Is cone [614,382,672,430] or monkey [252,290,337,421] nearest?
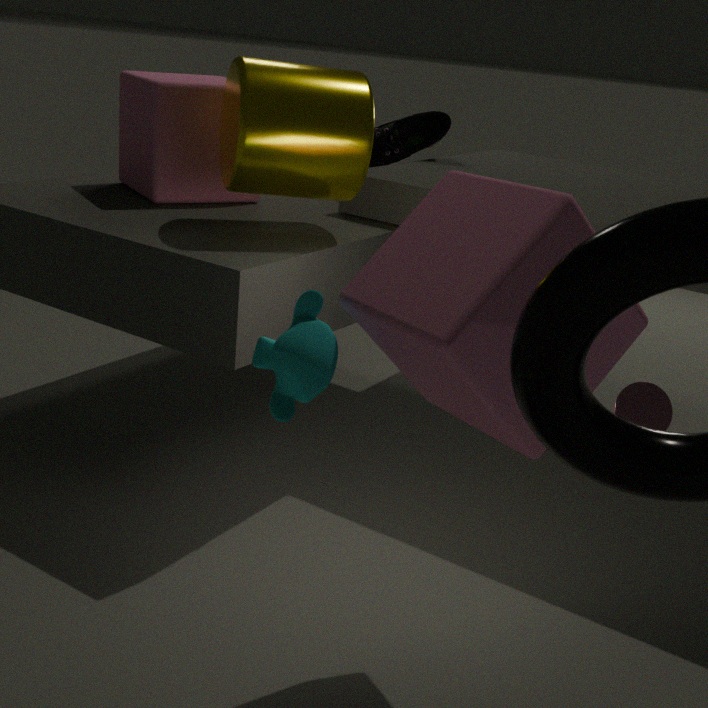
monkey [252,290,337,421]
